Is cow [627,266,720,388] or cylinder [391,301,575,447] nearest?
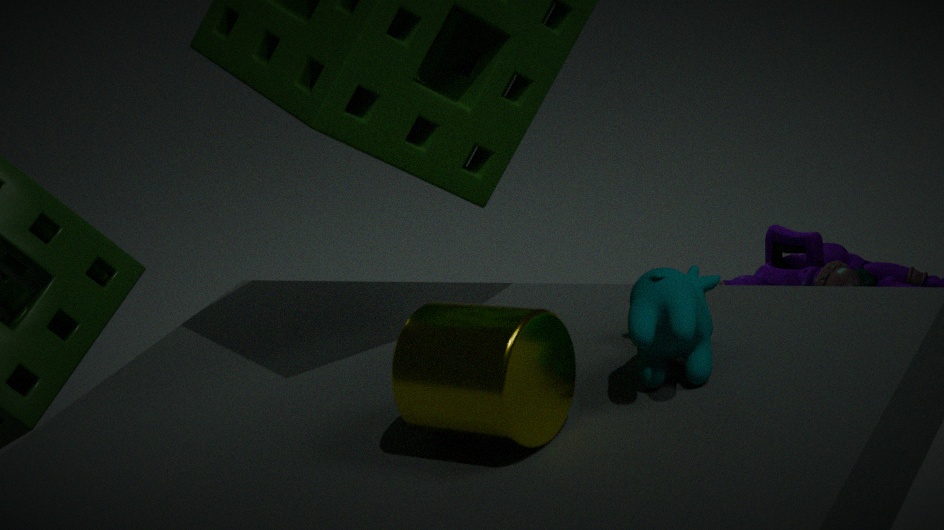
cylinder [391,301,575,447]
